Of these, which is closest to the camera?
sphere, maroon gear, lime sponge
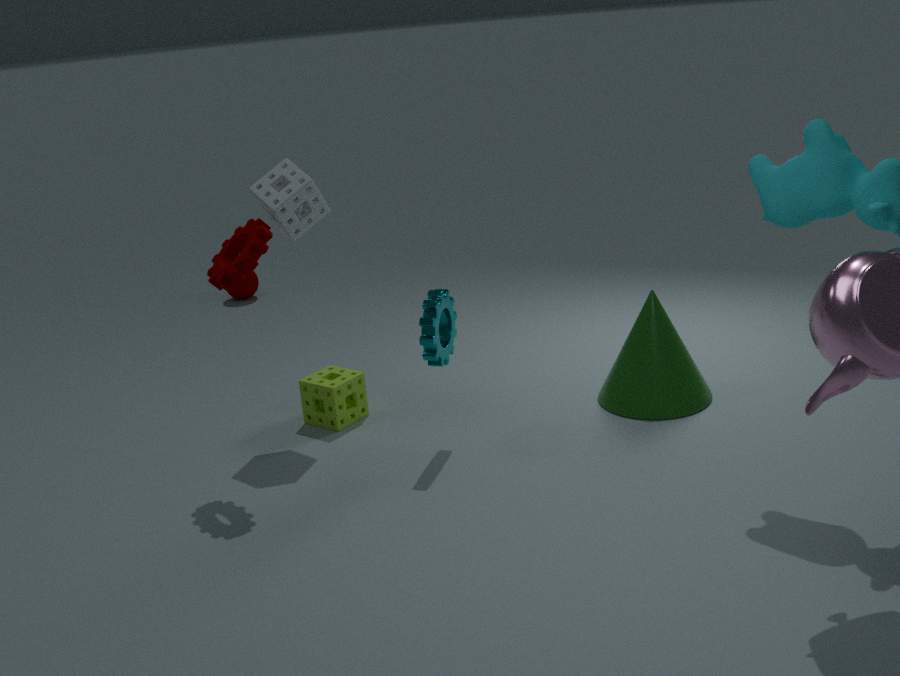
maroon gear
